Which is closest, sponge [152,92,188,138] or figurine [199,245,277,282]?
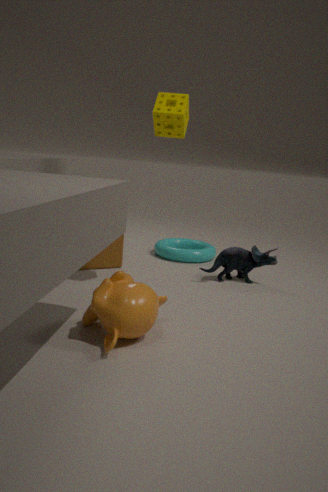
sponge [152,92,188,138]
